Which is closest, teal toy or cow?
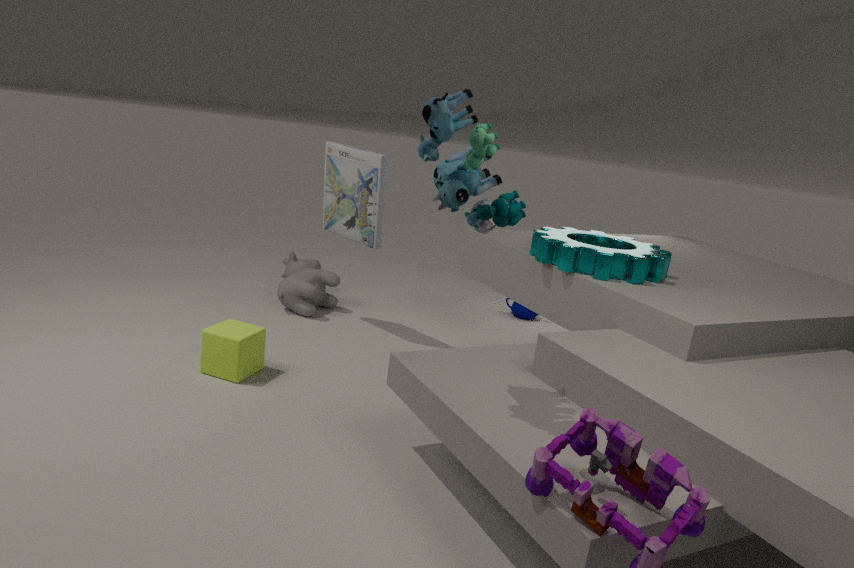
teal toy
